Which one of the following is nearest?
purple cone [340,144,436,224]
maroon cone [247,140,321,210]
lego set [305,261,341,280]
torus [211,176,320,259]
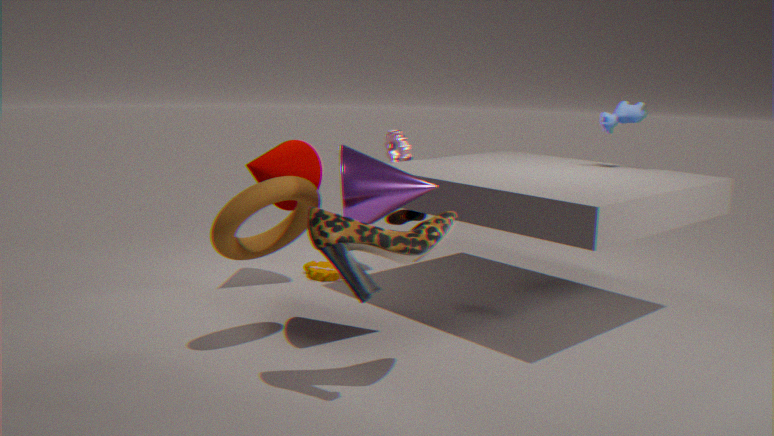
torus [211,176,320,259]
